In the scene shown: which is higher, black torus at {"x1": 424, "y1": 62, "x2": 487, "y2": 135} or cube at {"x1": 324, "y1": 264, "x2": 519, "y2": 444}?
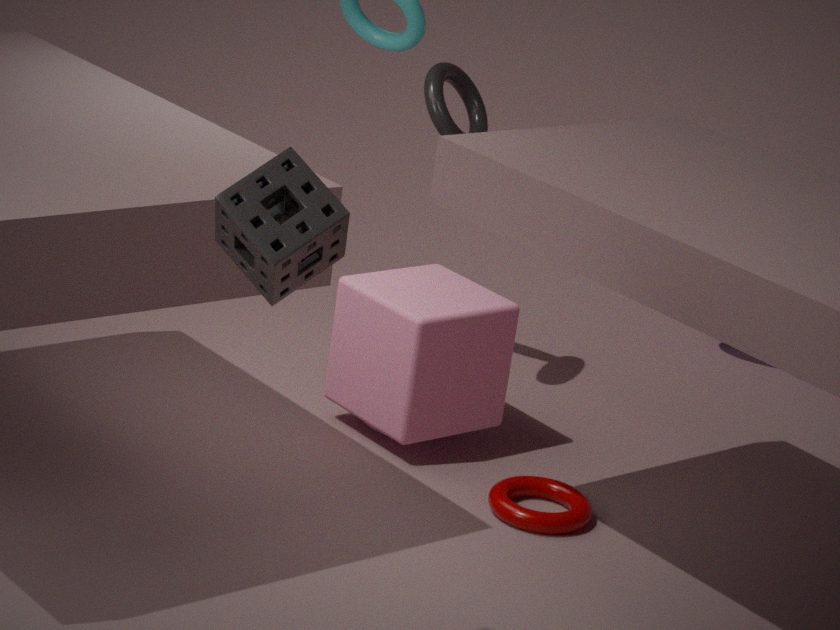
black torus at {"x1": 424, "y1": 62, "x2": 487, "y2": 135}
